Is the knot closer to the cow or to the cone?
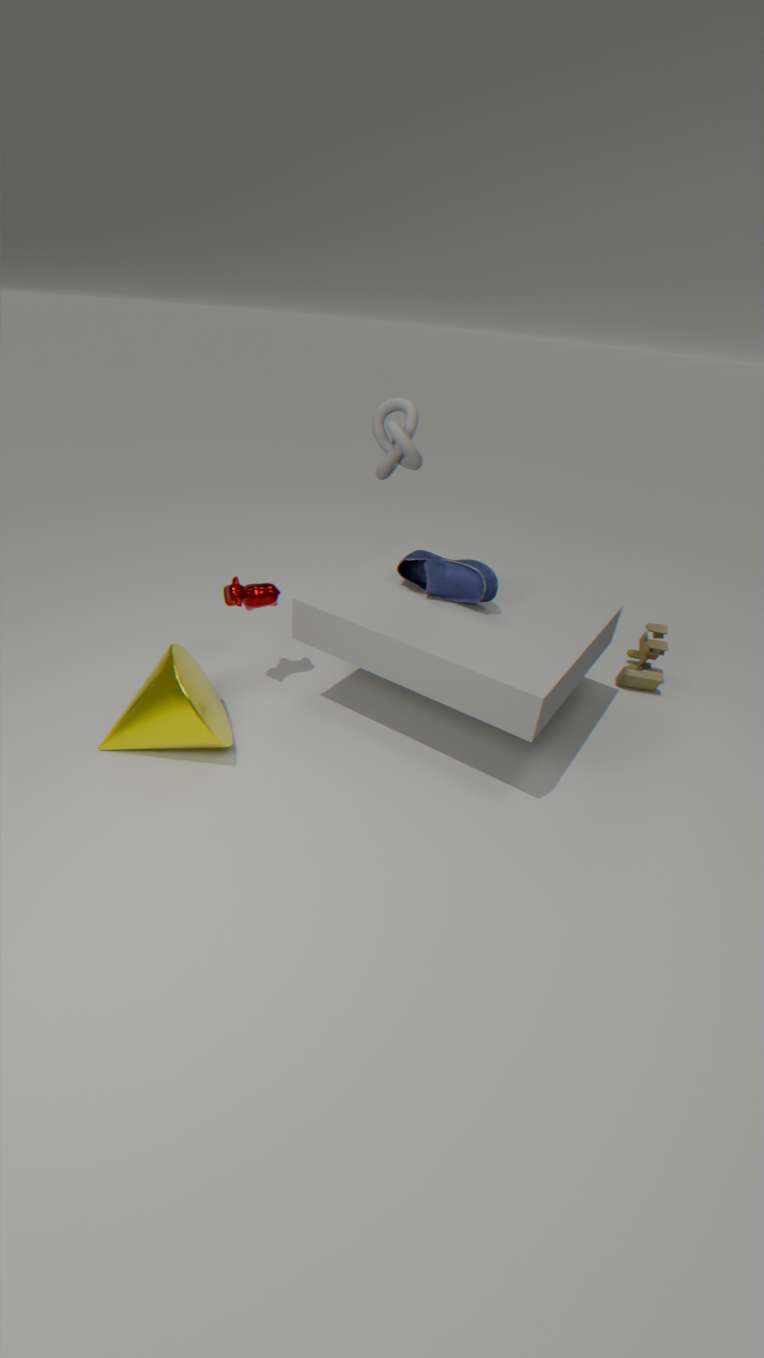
the cow
